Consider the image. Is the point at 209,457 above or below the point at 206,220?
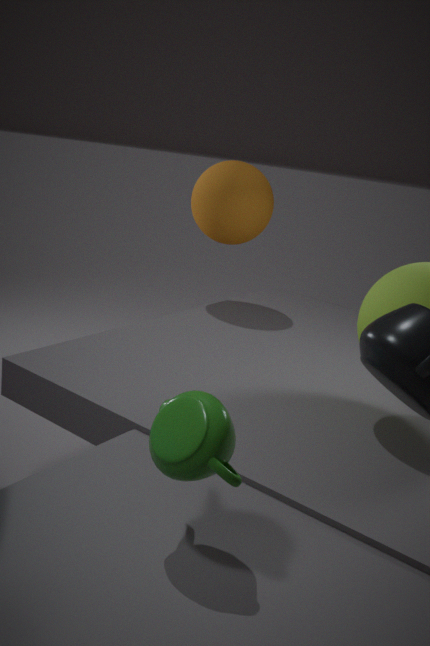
below
